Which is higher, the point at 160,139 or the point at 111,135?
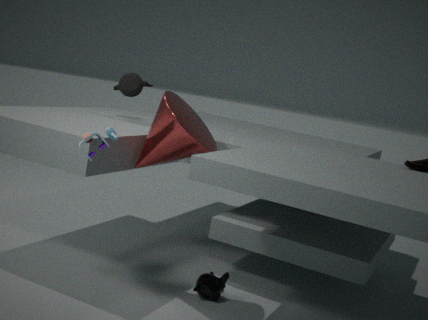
the point at 160,139
